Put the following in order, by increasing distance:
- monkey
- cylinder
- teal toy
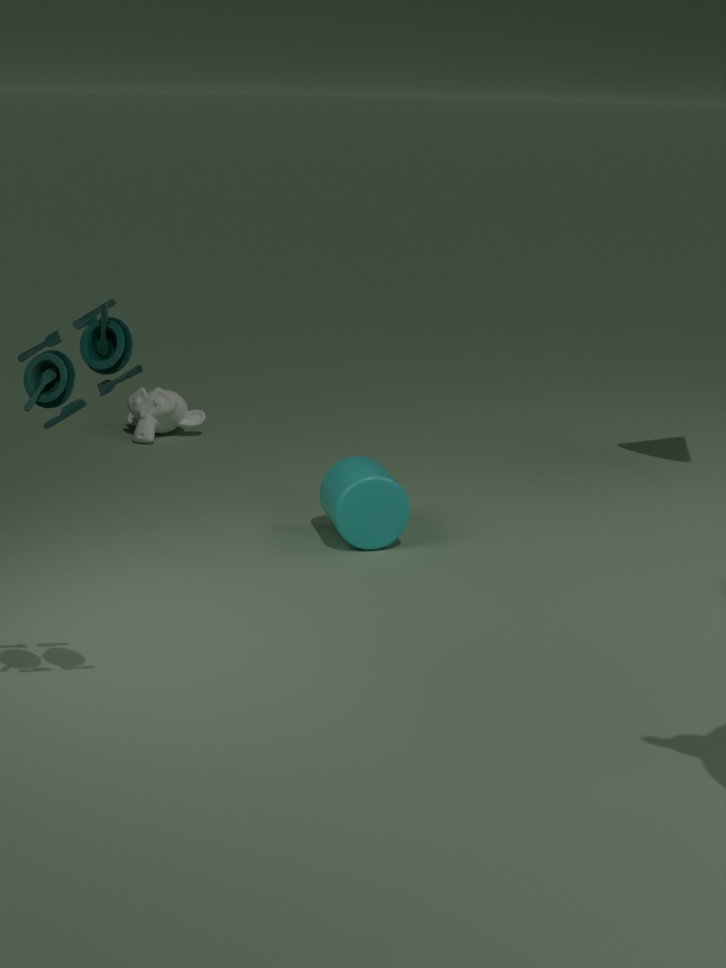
1. teal toy
2. cylinder
3. monkey
